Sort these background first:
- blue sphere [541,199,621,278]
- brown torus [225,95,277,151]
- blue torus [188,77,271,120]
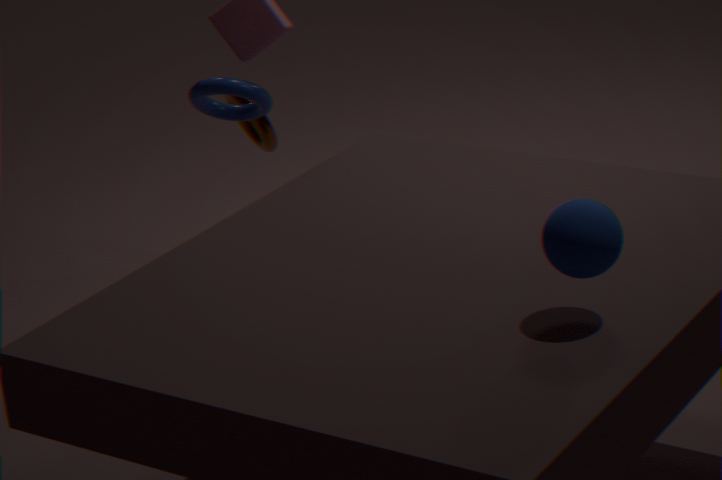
brown torus [225,95,277,151], blue torus [188,77,271,120], blue sphere [541,199,621,278]
